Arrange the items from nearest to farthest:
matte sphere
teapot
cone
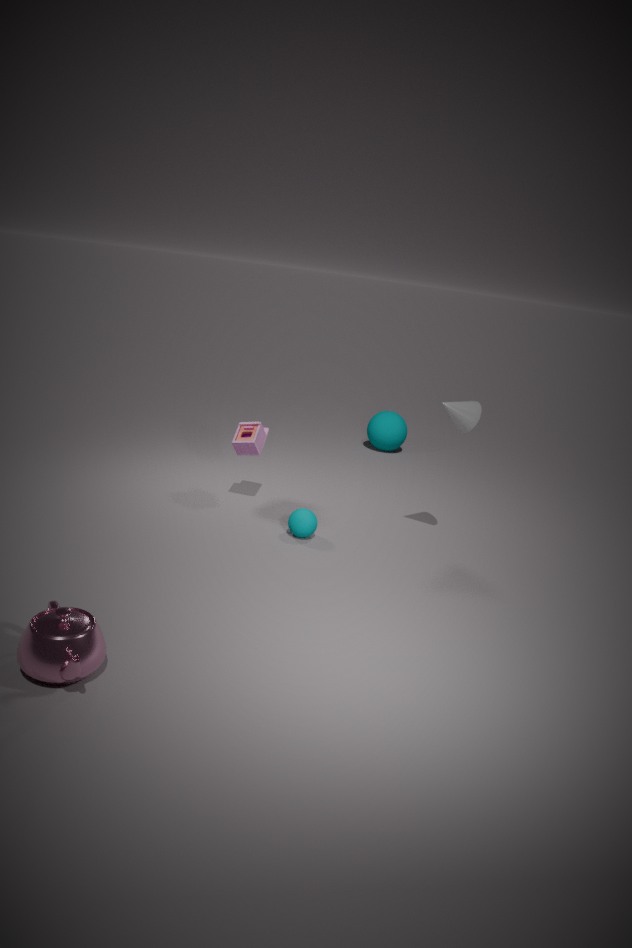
1. teapot
2. cone
3. matte sphere
